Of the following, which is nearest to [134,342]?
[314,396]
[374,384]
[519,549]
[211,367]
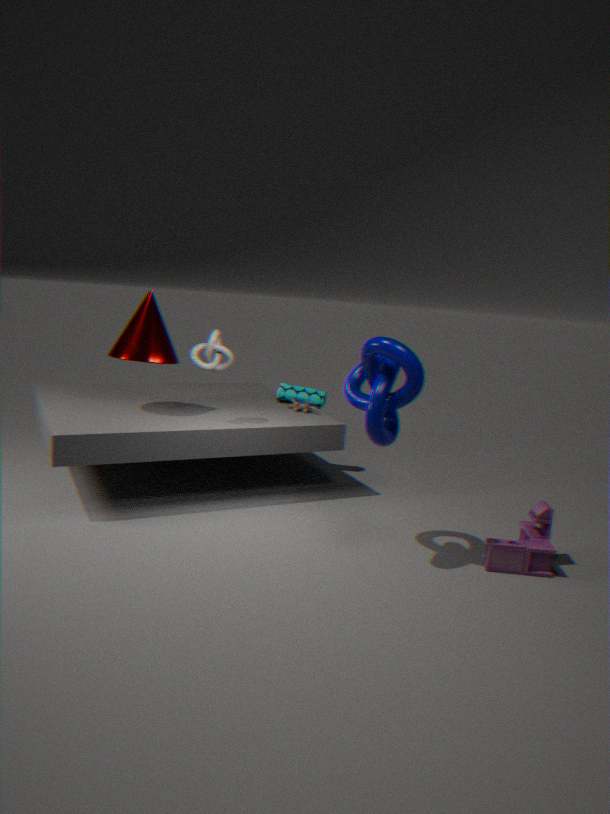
[211,367]
